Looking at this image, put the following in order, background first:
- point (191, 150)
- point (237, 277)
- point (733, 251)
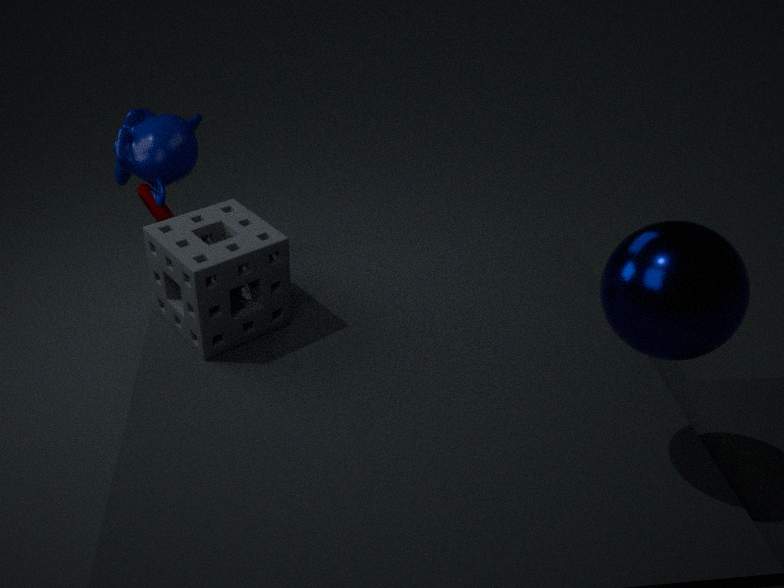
point (191, 150), point (237, 277), point (733, 251)
